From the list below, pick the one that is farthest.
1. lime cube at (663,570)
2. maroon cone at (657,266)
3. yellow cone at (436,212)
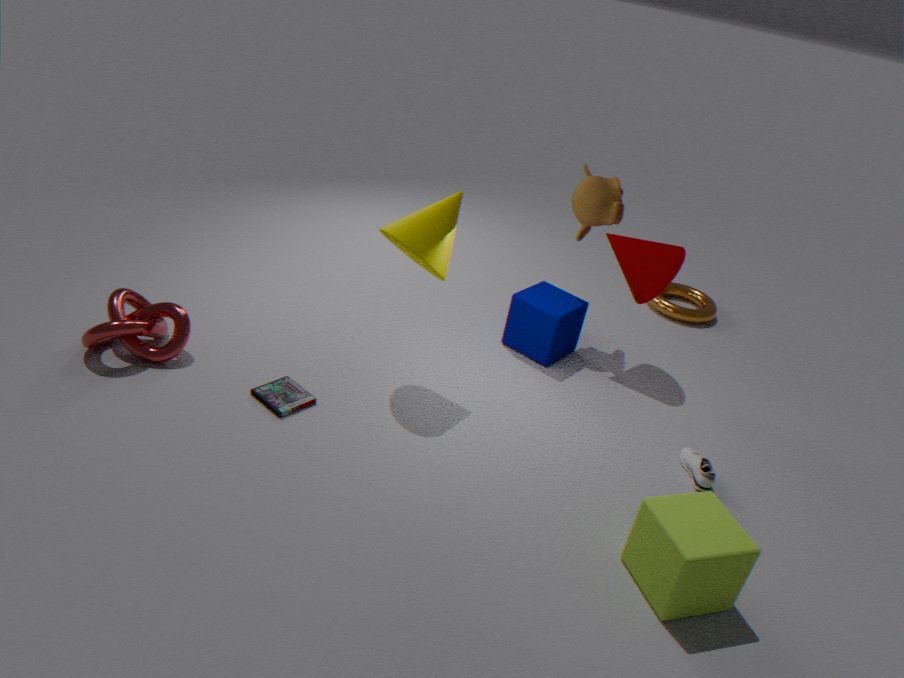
maroon cone at (657,266)
